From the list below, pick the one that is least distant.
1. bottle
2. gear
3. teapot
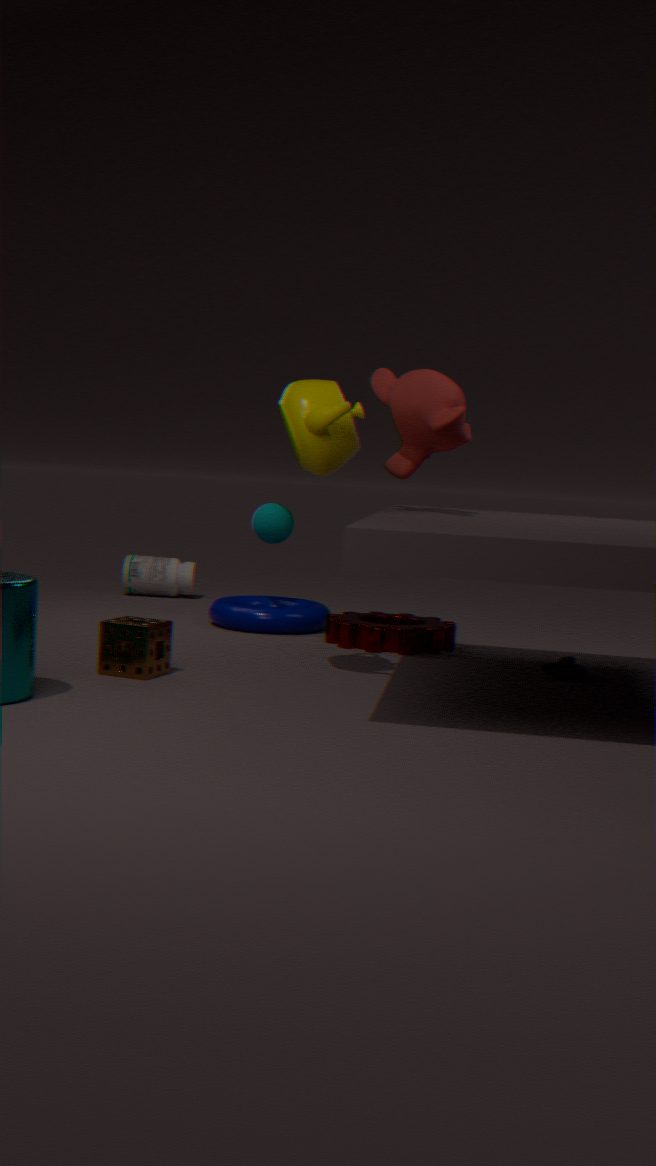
teapot
